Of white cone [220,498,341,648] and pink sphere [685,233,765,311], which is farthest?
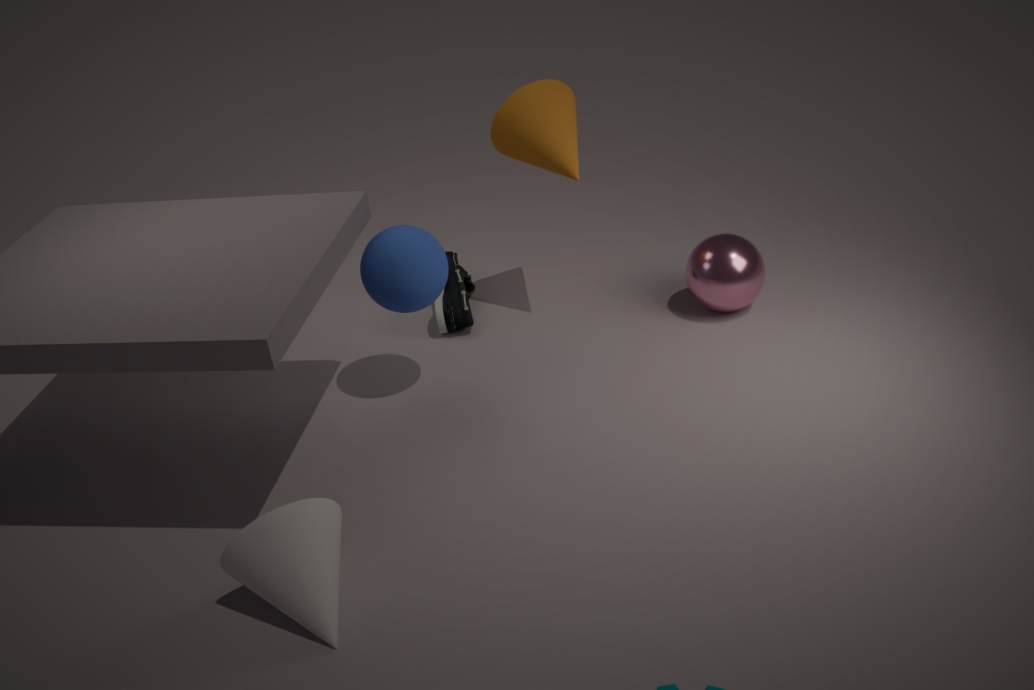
pink sphere [685,233,765,311]
